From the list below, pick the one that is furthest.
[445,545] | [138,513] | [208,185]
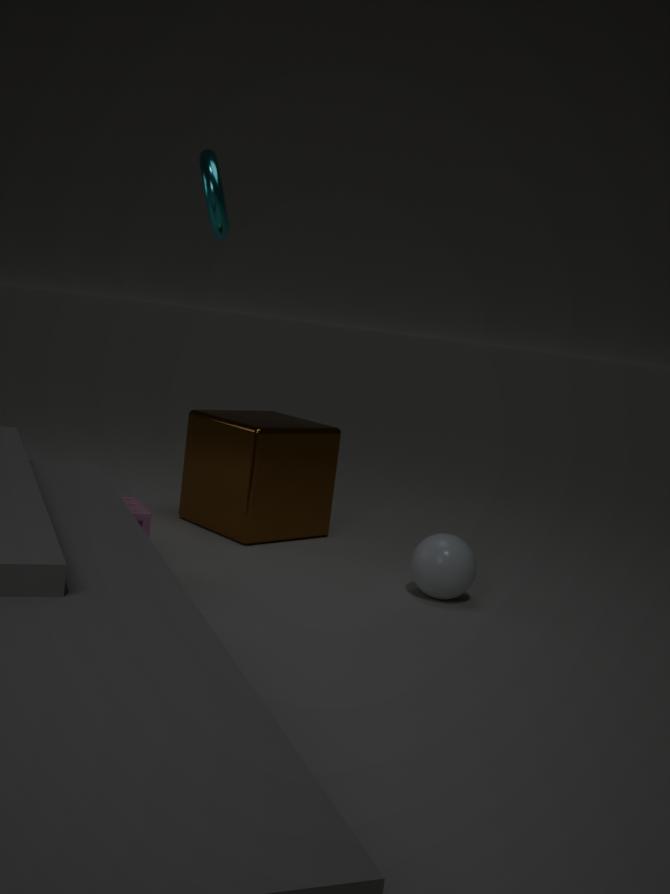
[208,185]
